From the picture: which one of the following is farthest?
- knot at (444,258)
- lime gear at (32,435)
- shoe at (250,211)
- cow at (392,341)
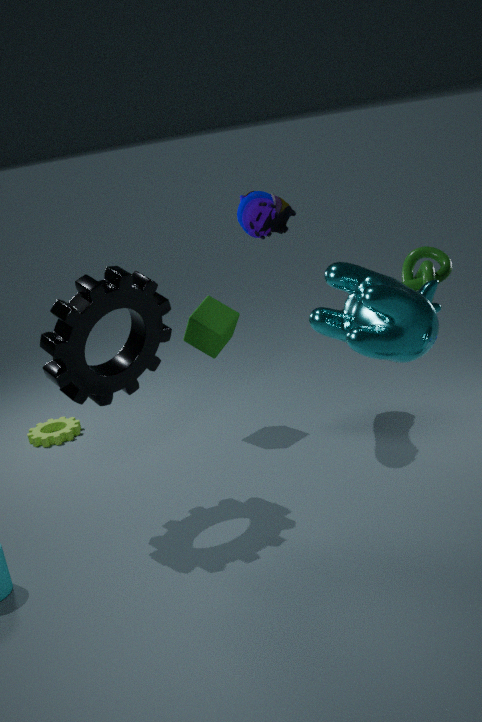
lime gear at (32,435)
